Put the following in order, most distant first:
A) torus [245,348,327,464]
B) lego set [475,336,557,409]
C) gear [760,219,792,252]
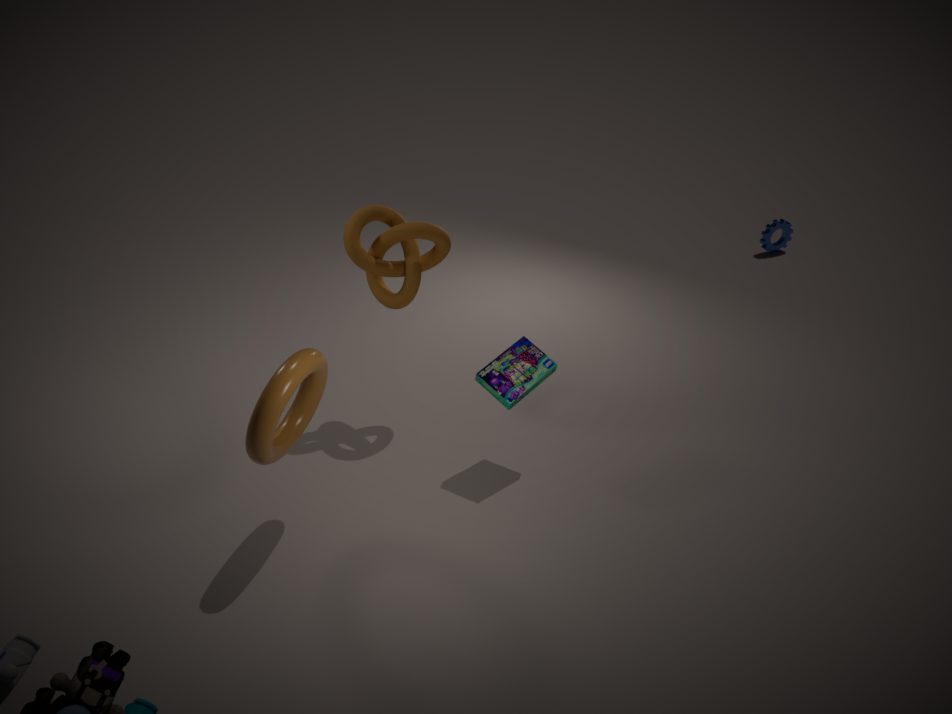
gear [760,219,792,252]
lego set [475,336,557,409]
torus [245,348,327,464]
